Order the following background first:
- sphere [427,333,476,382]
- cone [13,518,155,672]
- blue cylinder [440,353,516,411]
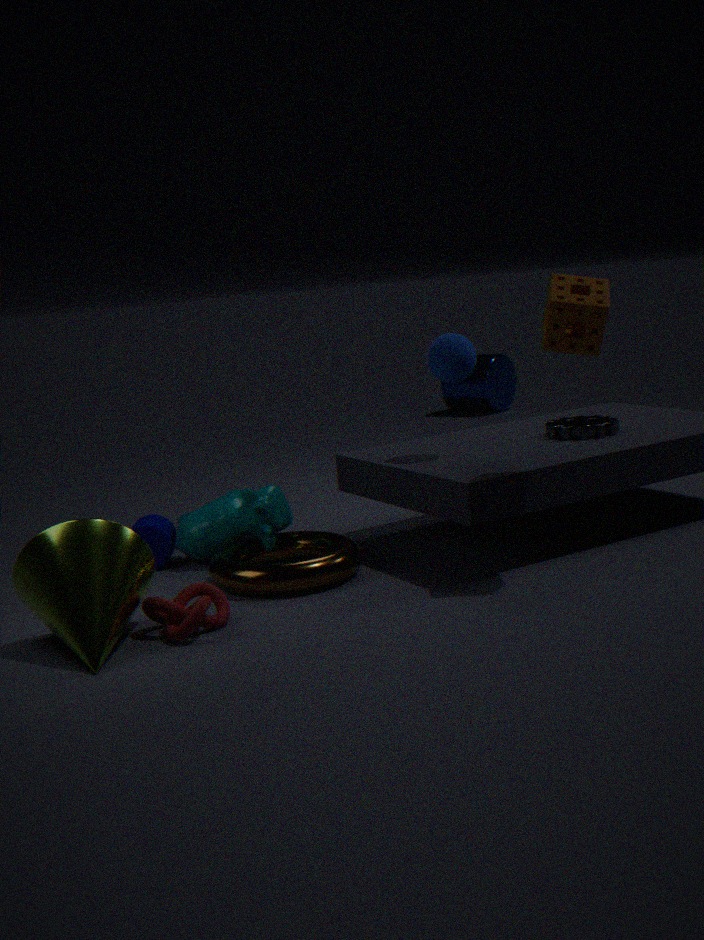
blue cylinder [440,353,516,411], sphere [427,333,476,382], cone [13,518,155,672]
